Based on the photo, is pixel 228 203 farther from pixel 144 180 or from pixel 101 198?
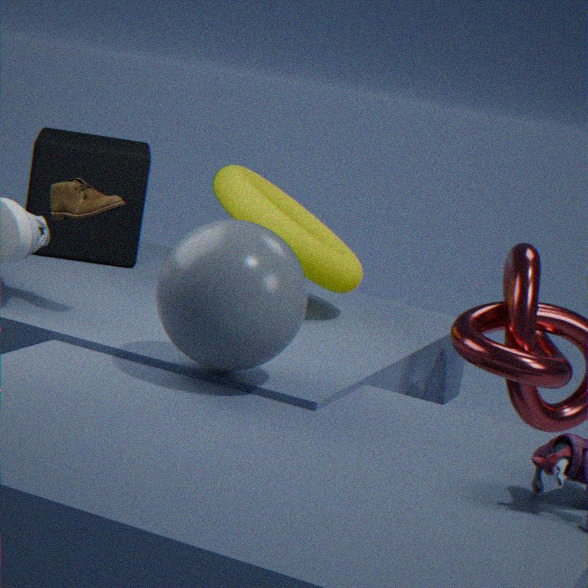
pixel 101 198
